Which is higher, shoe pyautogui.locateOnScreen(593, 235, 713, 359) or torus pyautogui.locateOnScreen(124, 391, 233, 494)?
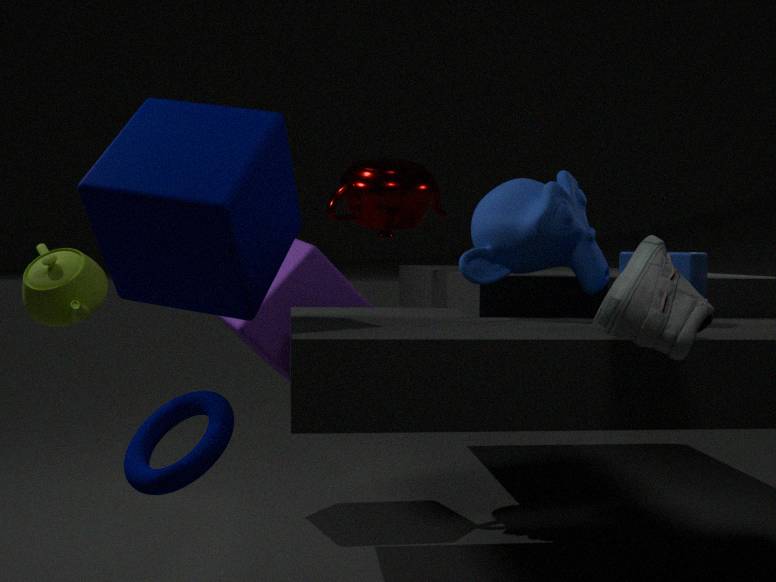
shoe pyautogui.locateOnScreen(593, 235, 713, 359)
